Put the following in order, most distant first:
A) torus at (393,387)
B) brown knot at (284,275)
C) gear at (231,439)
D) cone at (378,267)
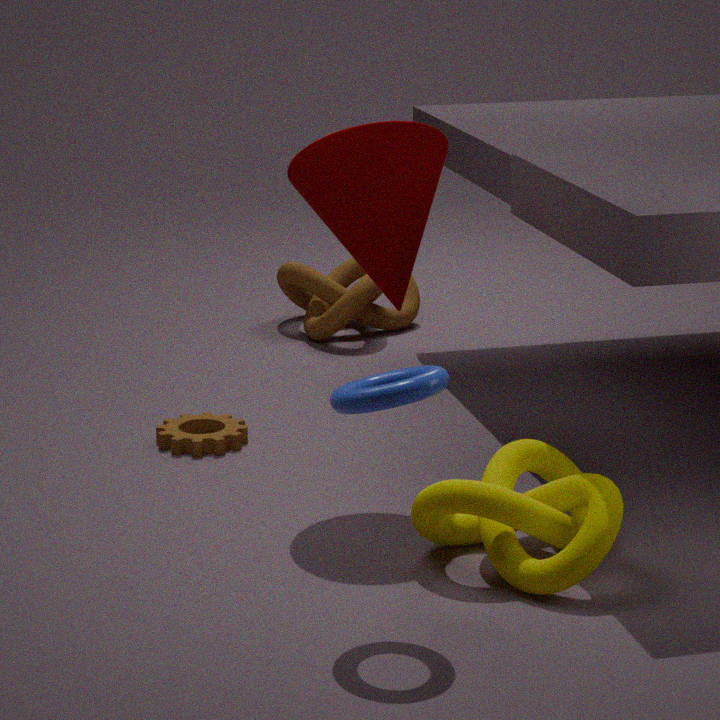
brown knot at (284,275)
gear at (231,439)
cone at (378,267)
torus at (393,387)
